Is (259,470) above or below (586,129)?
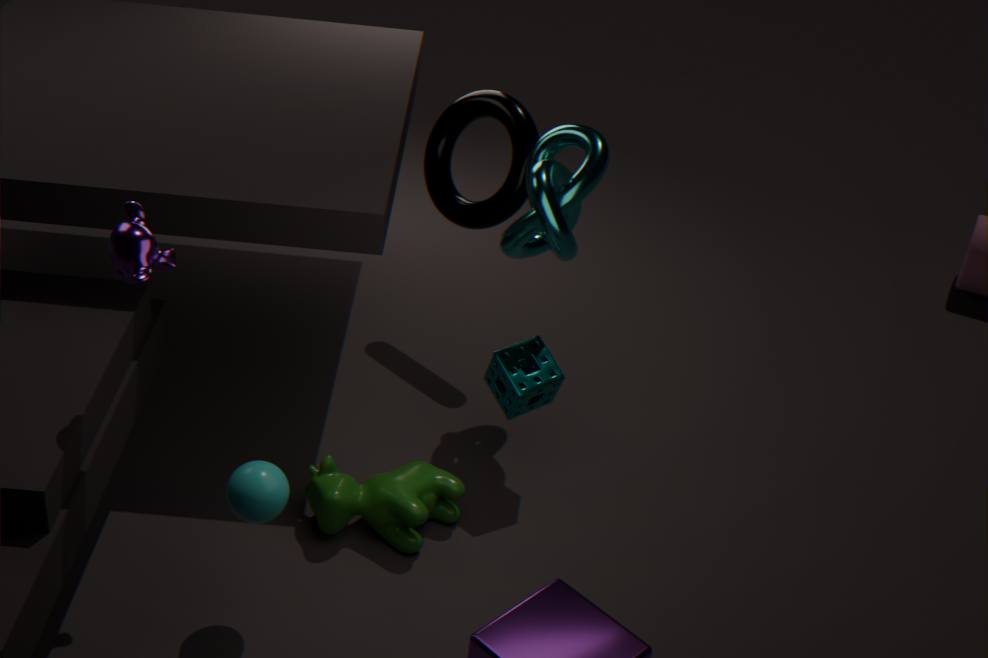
below
